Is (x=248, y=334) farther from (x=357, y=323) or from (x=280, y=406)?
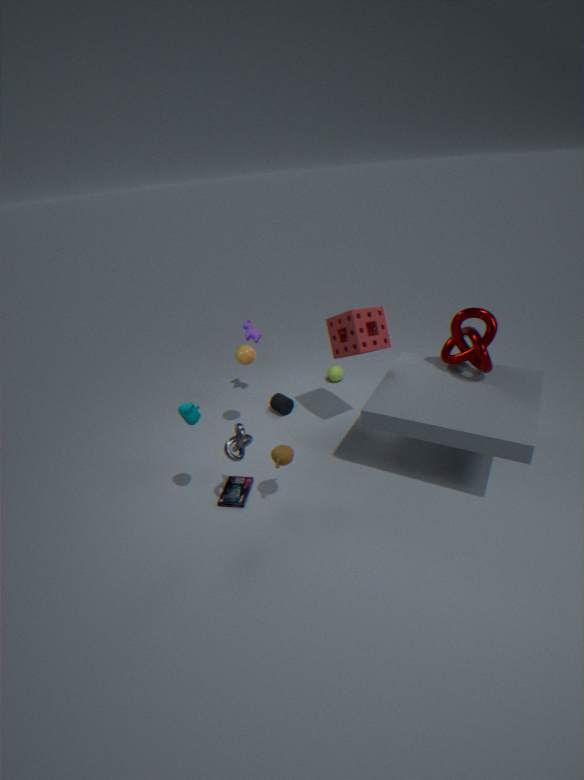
(x=357, y=323)
